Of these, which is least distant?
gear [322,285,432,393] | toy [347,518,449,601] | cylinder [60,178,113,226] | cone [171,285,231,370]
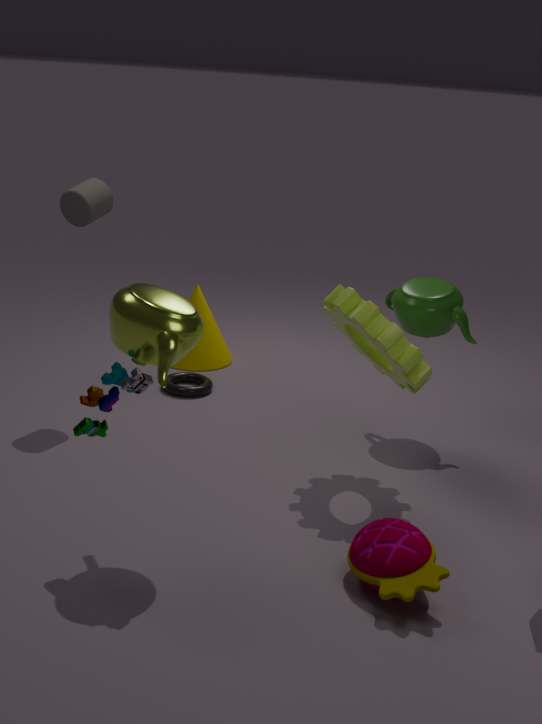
toy [347,518,449,601]
